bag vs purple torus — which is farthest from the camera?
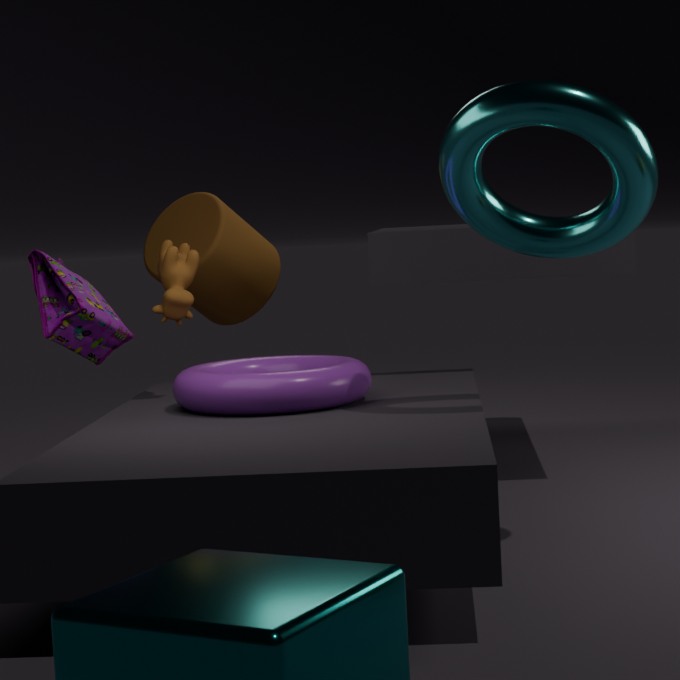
bag
